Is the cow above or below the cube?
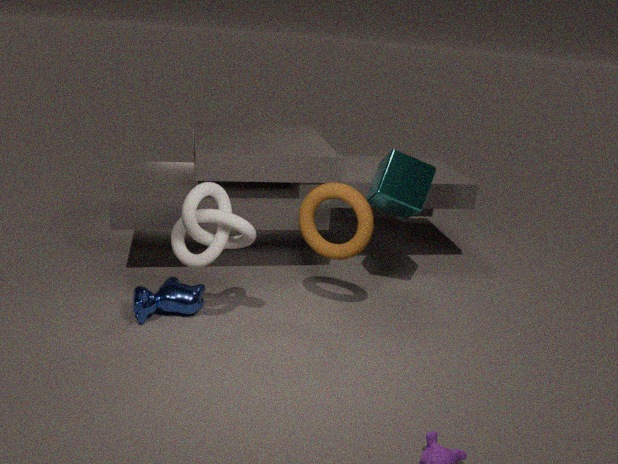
below
